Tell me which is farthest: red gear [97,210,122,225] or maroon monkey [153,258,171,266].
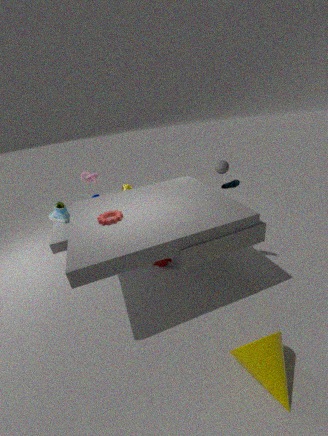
maroon monkey [153,258,171,266]
